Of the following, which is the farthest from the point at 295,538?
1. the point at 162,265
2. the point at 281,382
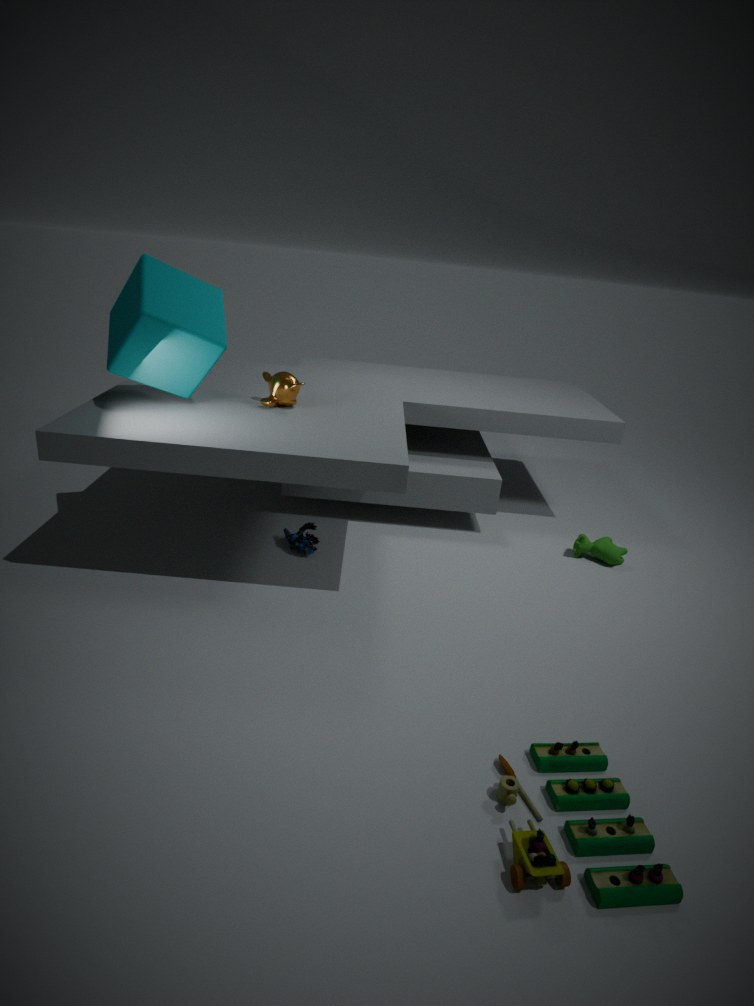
the point at 162,265
